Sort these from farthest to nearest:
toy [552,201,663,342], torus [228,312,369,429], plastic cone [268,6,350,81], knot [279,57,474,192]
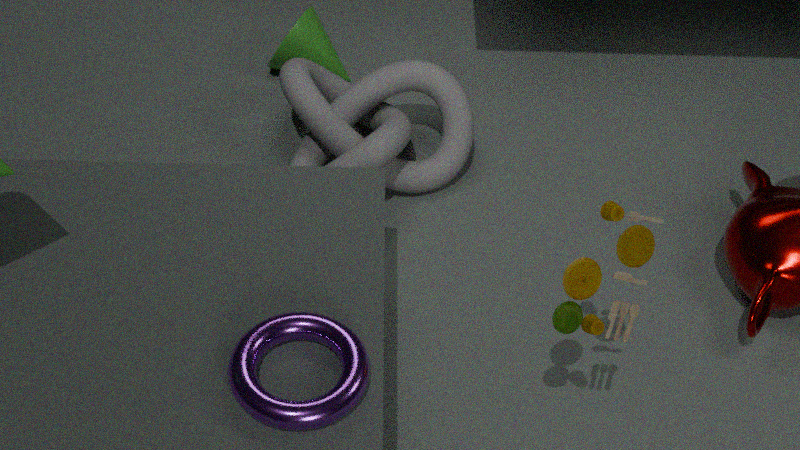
plastic cone [268,6,350,81], knot [279,57,474,192], toy [552,201,663,342], torus [228,312,369,429]
